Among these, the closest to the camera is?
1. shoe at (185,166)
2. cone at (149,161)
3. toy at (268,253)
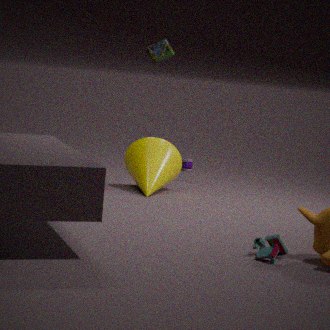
toy at (268,253)
